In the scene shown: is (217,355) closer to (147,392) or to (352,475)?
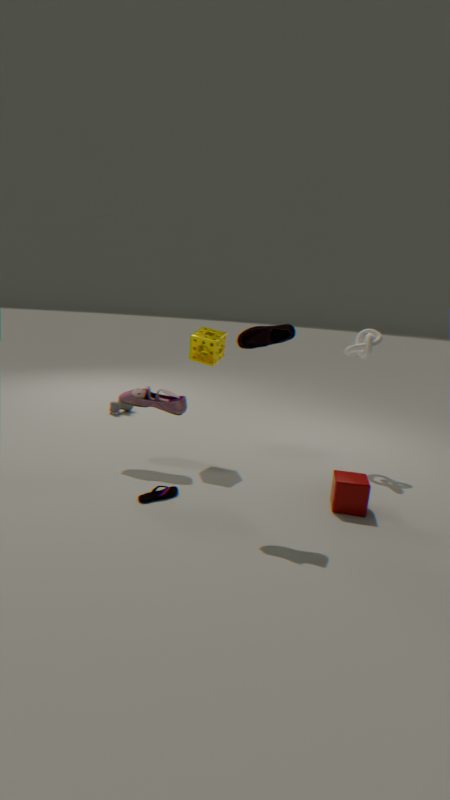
(147,392)
